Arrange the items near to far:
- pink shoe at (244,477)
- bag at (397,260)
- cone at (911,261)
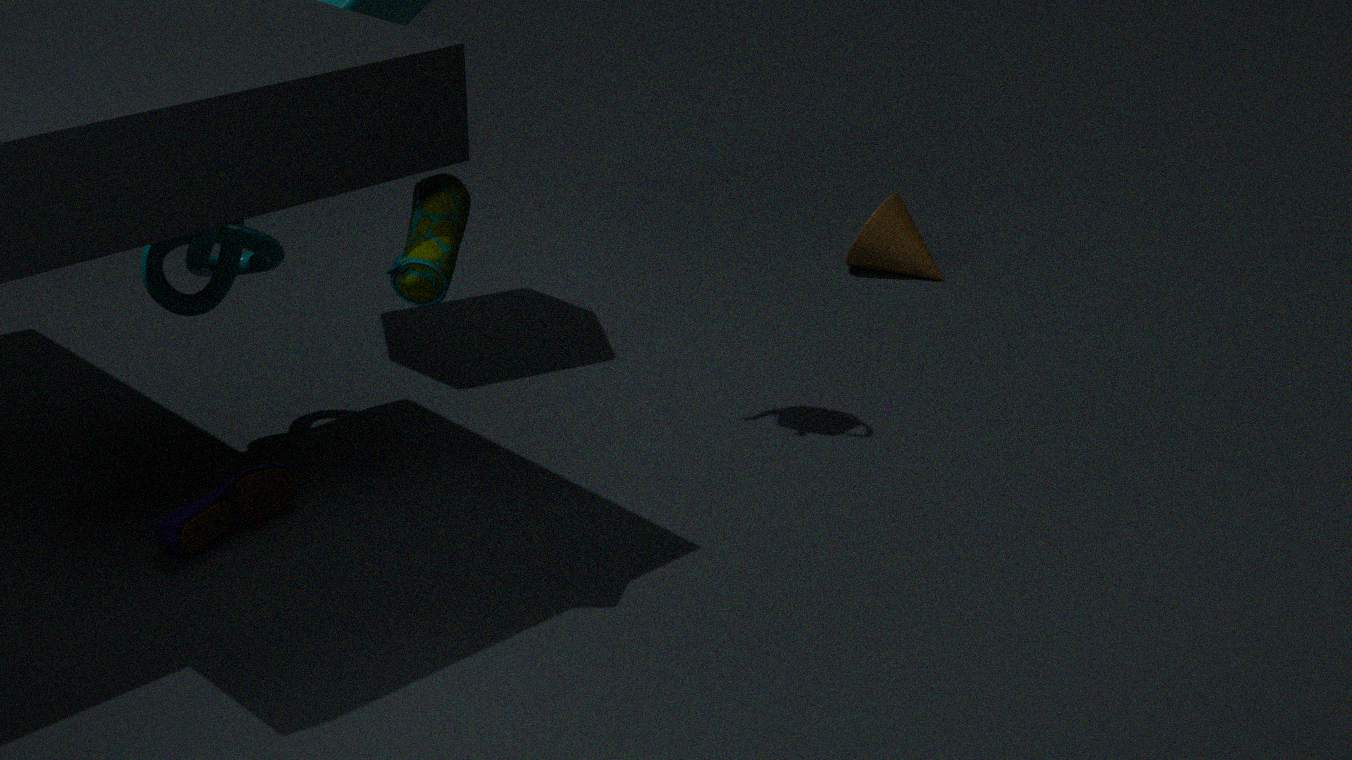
1. bag at (397,260)
2. pink shoe at (244,477)
3. cone at (911,261)
